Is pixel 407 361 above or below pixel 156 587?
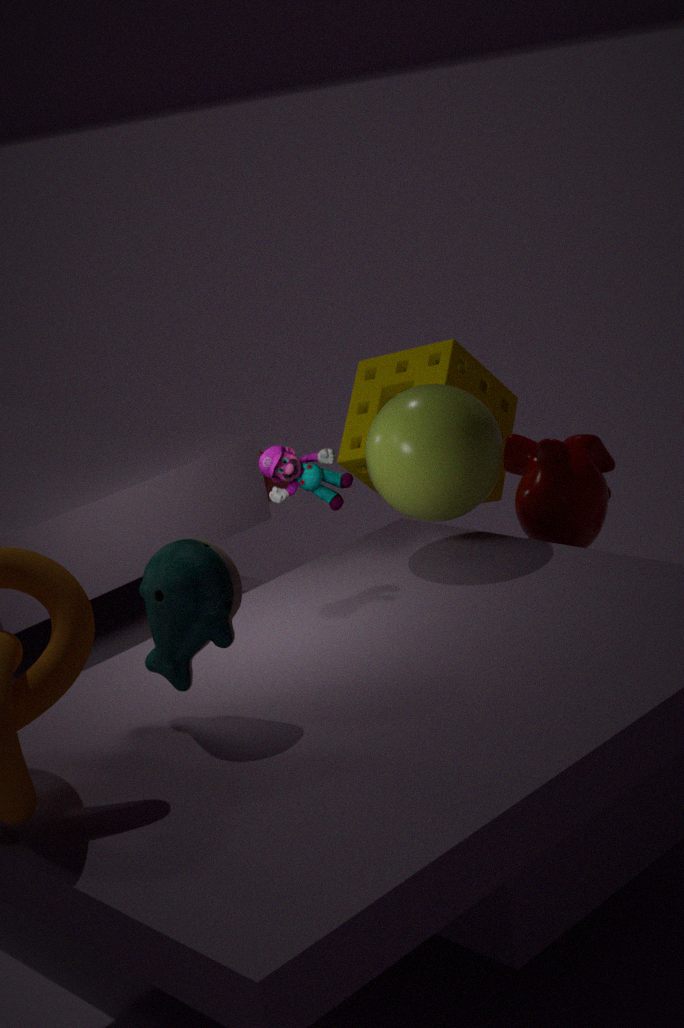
below
